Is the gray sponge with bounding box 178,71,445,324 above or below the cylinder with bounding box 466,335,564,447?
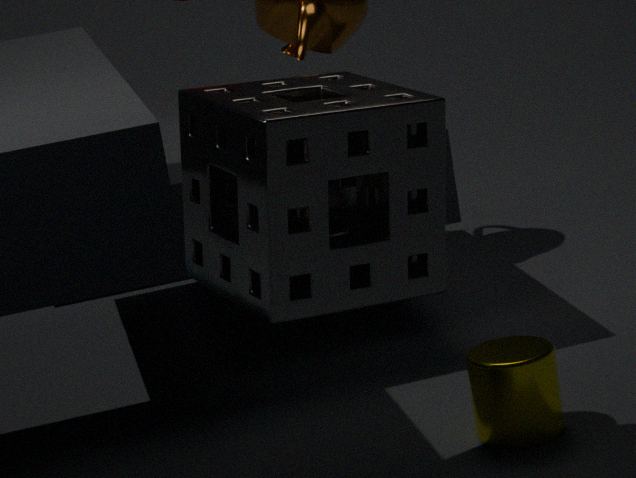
above
